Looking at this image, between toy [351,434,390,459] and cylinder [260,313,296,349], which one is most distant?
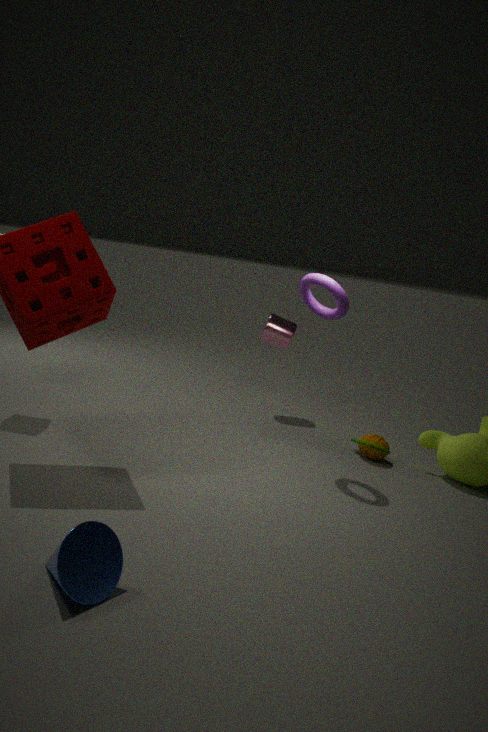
cylinder [260,313,296,349]
